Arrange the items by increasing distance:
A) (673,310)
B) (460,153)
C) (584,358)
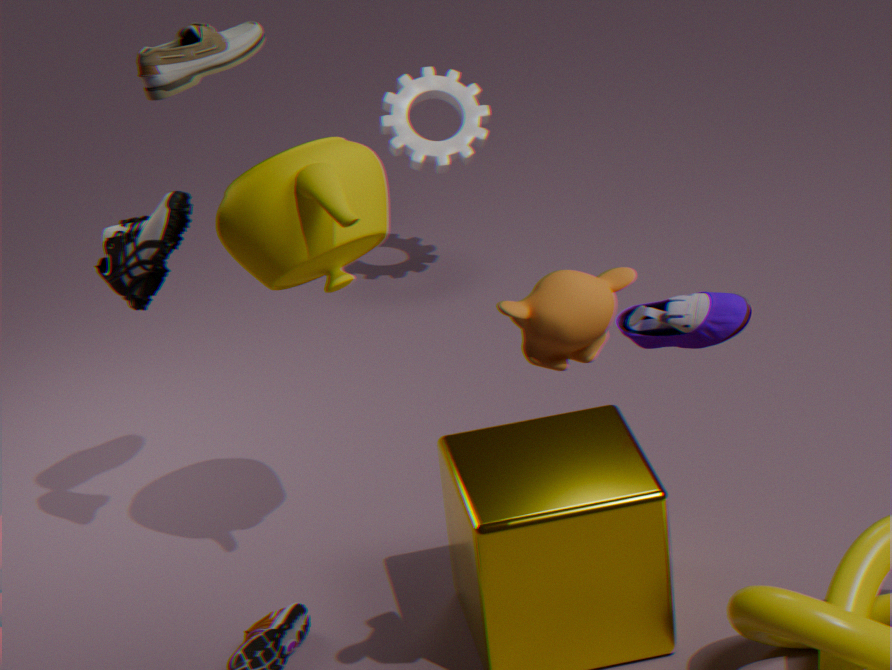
1. (584,358)
2. (673,310)
3. (460,153)
